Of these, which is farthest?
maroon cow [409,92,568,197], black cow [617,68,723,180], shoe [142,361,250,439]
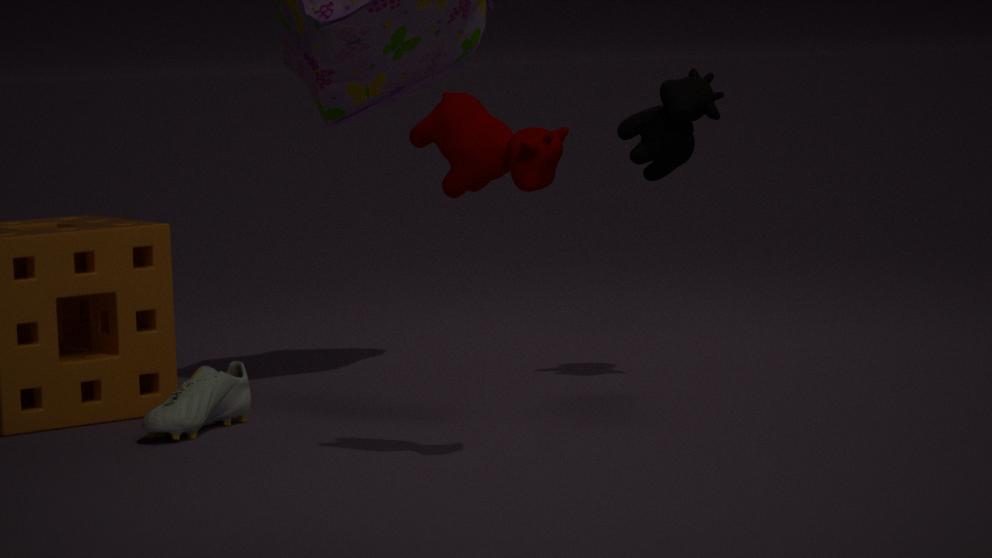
black cow [617,68,723,180]
